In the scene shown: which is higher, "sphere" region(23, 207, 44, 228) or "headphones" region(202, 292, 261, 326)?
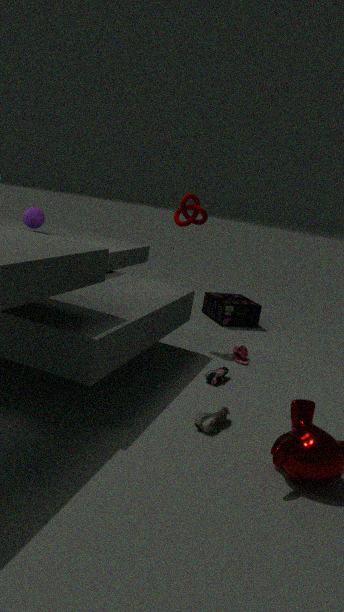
"sphere" region(23, 207, 44, 228)
